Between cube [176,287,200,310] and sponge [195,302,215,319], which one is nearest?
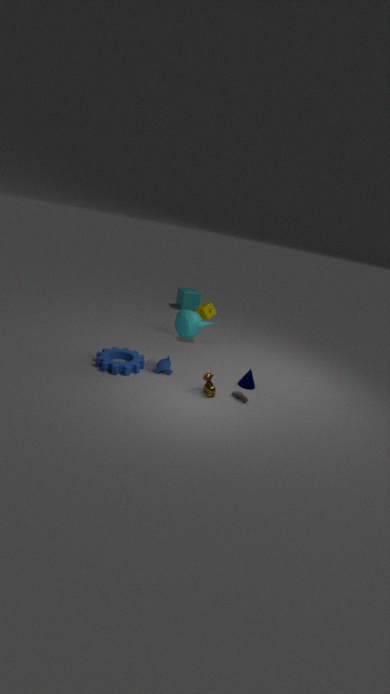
sponge [195,302,215,319]
